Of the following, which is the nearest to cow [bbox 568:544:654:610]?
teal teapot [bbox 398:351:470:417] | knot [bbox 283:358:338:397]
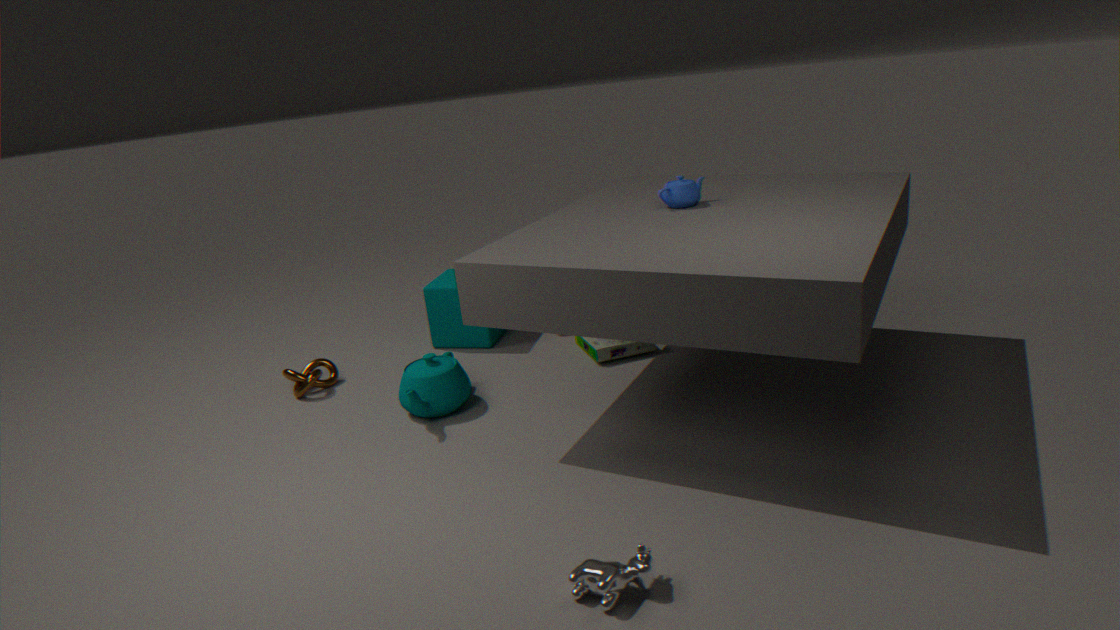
teal teapot [bbox 398:351:470:417]
